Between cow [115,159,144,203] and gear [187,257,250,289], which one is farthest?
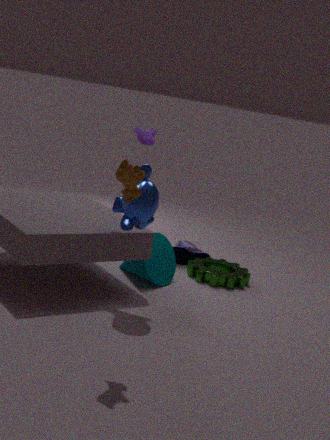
gear [187,257,250,289]
